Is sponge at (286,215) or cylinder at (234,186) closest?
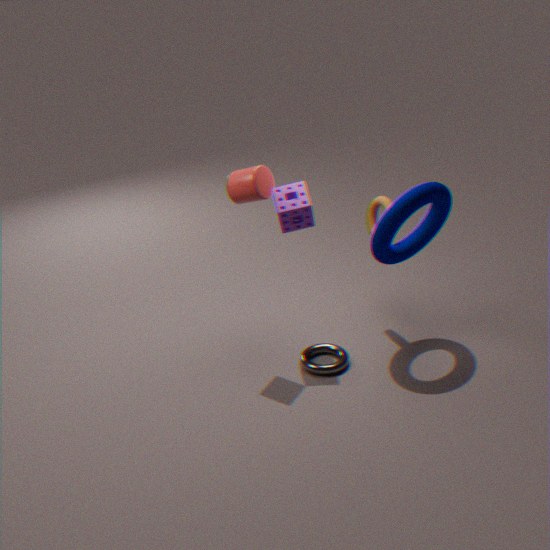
cylinder at (234,186)
